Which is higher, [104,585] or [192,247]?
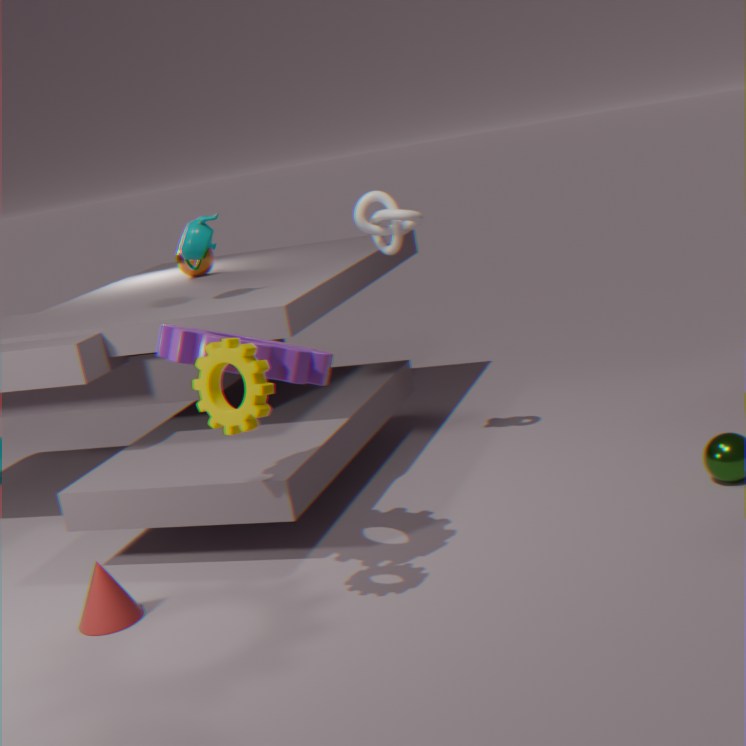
[192,247]
